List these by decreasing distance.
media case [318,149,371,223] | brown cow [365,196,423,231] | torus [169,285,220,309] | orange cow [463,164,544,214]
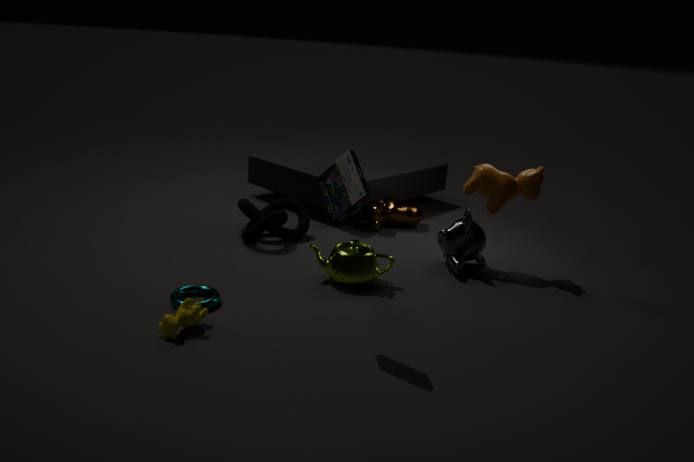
1. brown cow [365,196,423,231]
2. orange cow [463,164,544,214]
3. torus [169,285,220,309]
4. media case [318,149,371,223]
